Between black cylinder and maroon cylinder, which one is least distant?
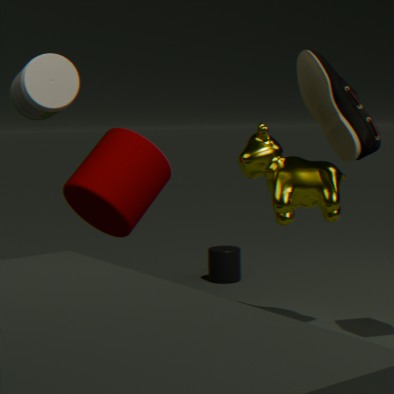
maroon cylinder
